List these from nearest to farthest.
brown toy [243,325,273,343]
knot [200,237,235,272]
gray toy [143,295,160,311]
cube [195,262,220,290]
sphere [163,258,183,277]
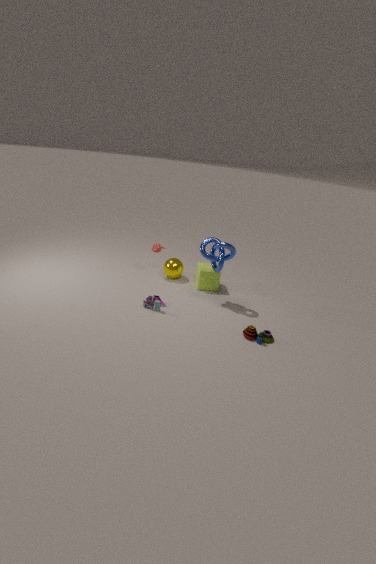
brown toy [243,325,273,343]
gray toy [143,295,160,311]
knot [200,237,235,272]
cube [195,262,220,290]
sphere [163,258,183,277]
